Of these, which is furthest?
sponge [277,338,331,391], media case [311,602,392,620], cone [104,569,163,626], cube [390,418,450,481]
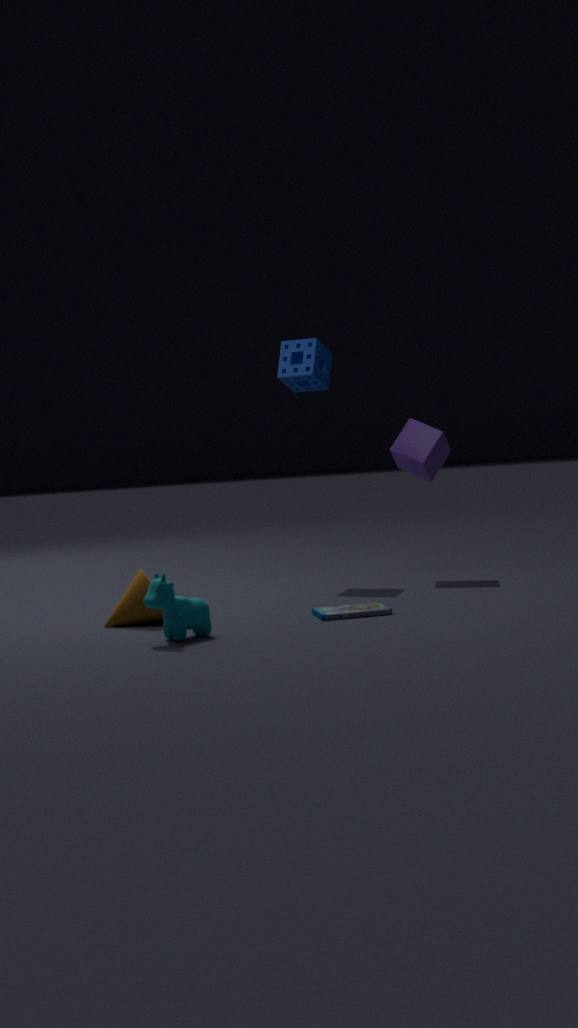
sponge [277,338,331,391]
